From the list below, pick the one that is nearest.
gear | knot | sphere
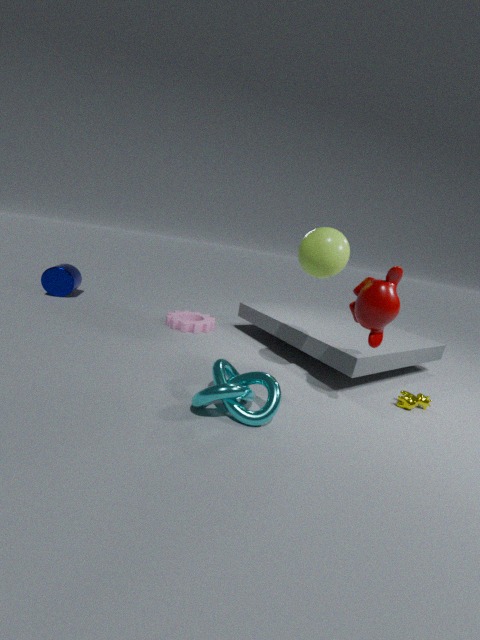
knot
